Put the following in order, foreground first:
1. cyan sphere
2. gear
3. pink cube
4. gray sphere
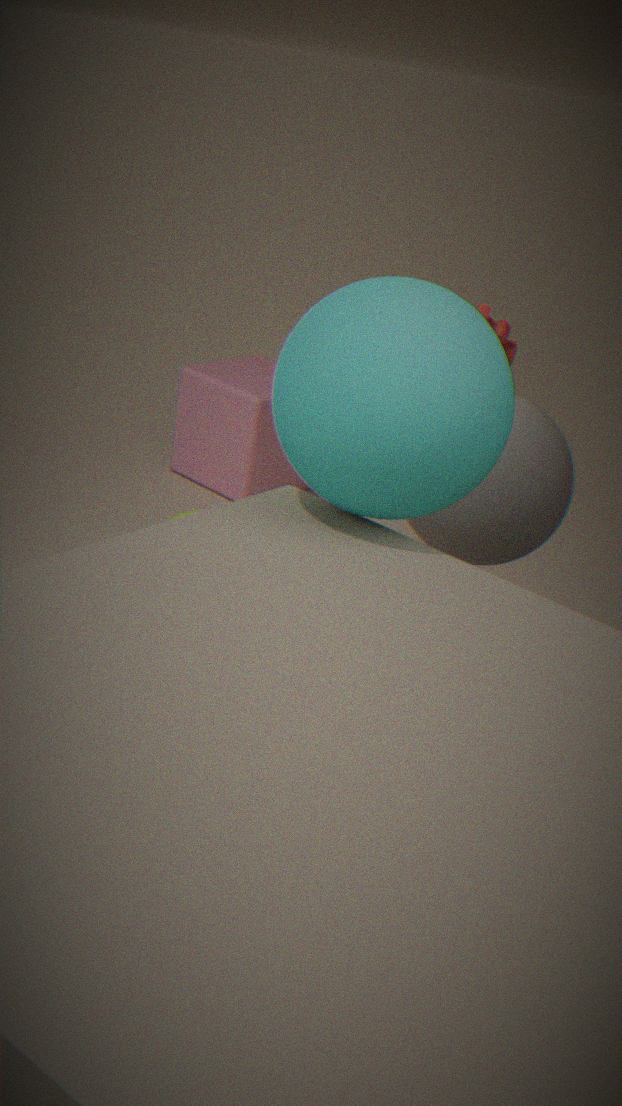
cyan sphere → gray sphere → gear → pink cube
